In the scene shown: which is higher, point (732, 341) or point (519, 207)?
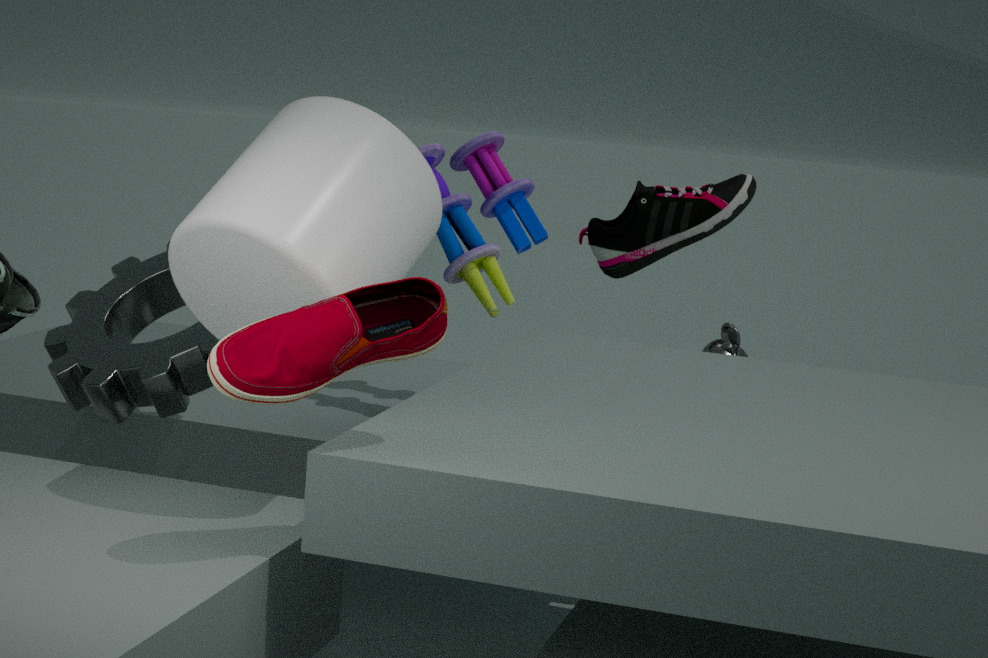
point (519, 207)
